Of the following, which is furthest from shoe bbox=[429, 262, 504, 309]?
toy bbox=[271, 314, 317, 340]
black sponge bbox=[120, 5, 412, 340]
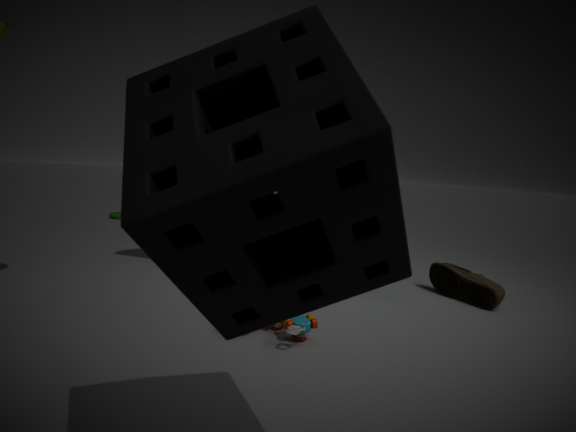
black sponge bbox=[120, 5, 412, 340]
